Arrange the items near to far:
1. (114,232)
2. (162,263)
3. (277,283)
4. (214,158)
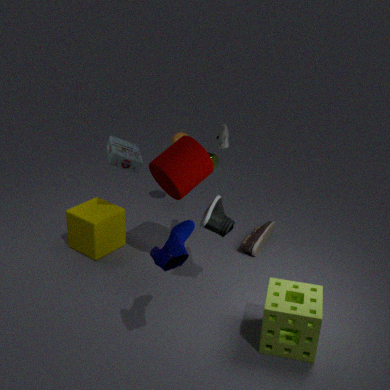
(162,263)
(277,283)
(114,232)
(214,158)
